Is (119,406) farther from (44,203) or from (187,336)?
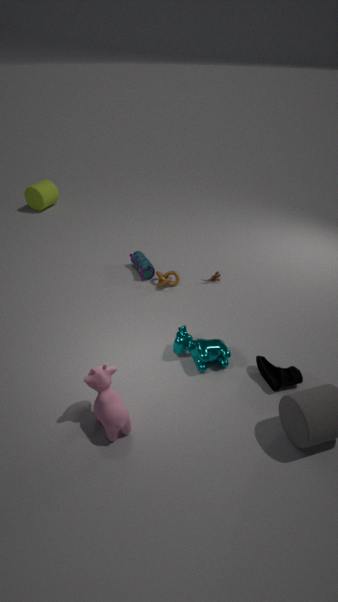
(44,203)
